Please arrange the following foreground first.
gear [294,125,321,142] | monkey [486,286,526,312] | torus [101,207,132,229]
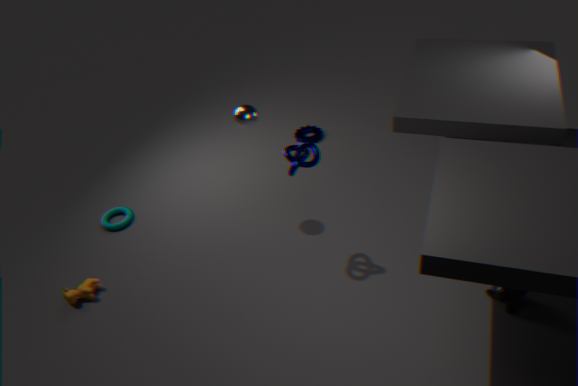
monkey [486,286,526,312]
torus [101,207,132,229]
gear [294,125,321,142]
